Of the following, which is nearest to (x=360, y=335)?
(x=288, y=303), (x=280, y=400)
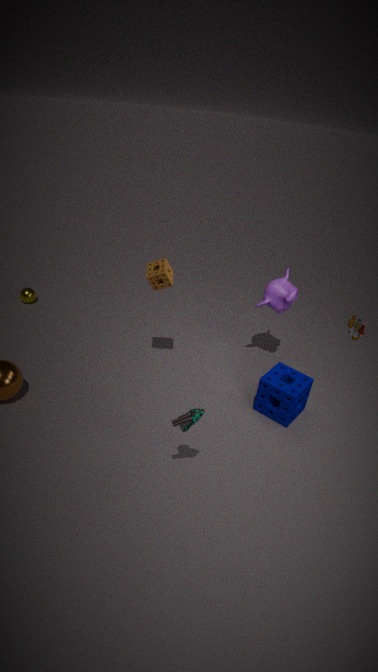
(x=288, y=303)
